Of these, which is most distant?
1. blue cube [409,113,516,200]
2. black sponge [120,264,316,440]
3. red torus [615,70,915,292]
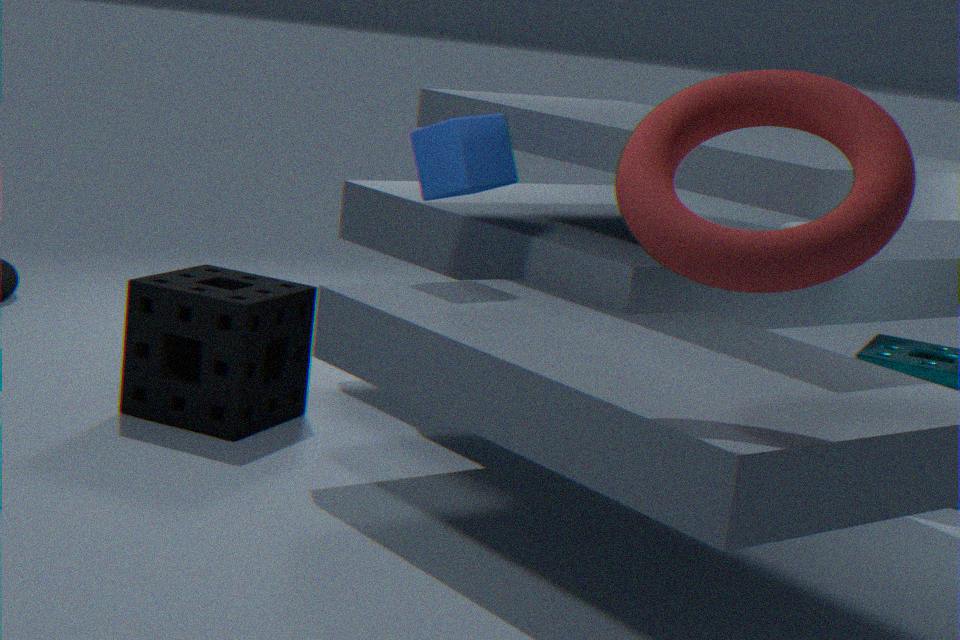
black sponge [120,264,316,440]
